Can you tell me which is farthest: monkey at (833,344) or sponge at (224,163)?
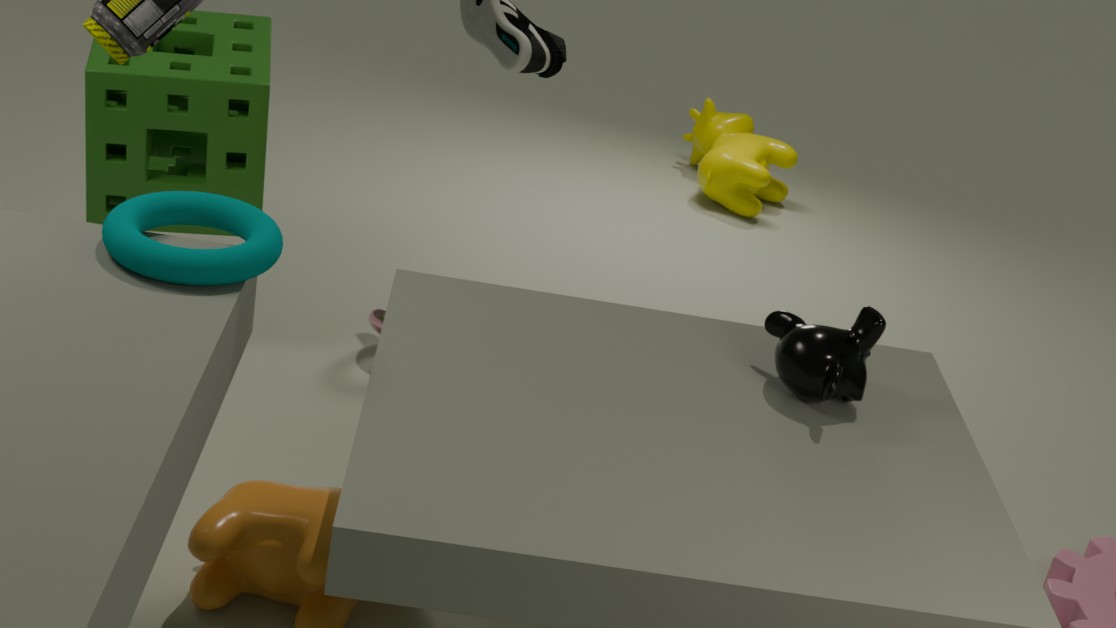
sponge at (224,163)
